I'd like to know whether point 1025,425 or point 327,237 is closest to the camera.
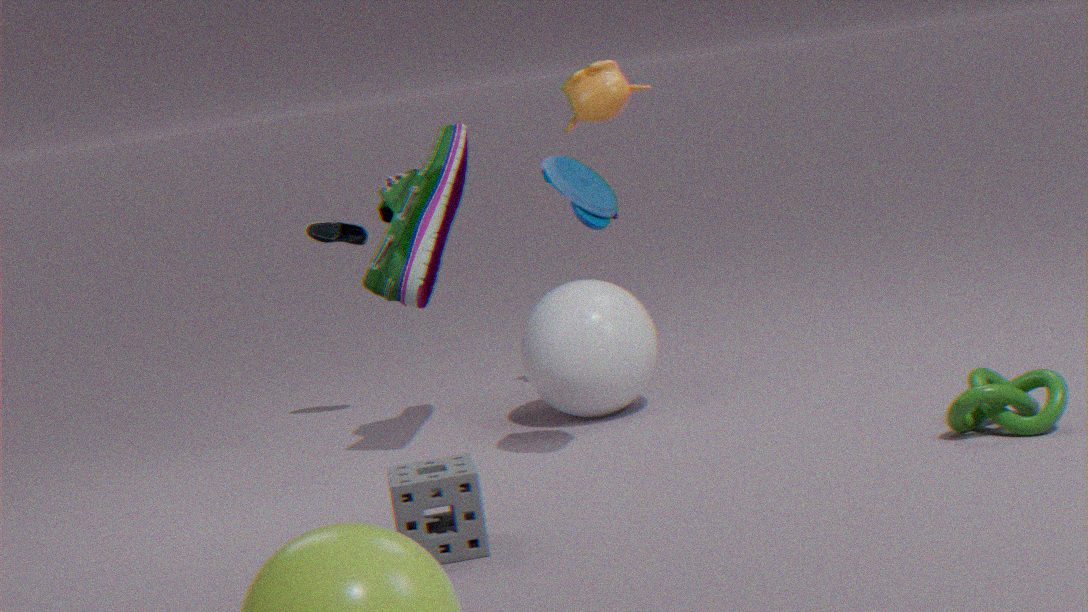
point 1025,425
